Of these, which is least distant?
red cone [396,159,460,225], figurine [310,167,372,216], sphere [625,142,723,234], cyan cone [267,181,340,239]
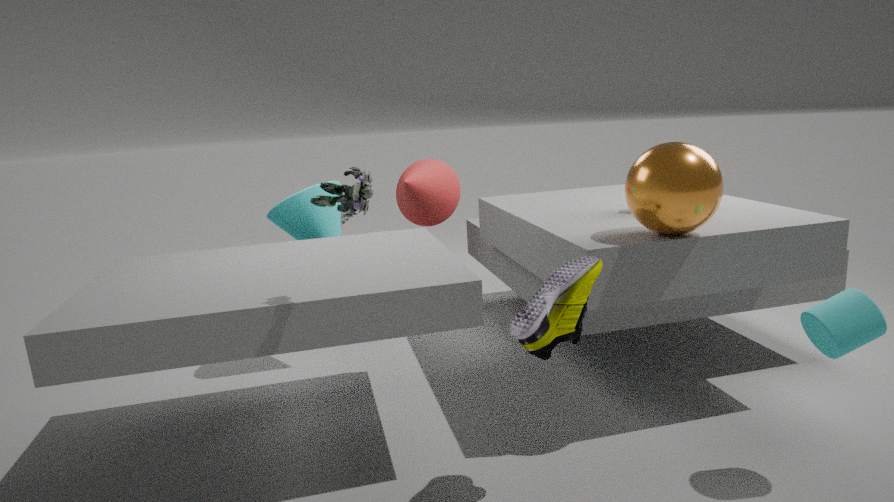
figurine [310,167,372,216]
